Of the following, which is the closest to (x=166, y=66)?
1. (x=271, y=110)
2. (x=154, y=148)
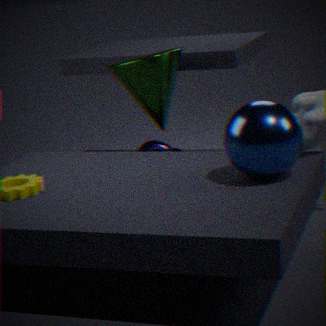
(x=154, y=148)
